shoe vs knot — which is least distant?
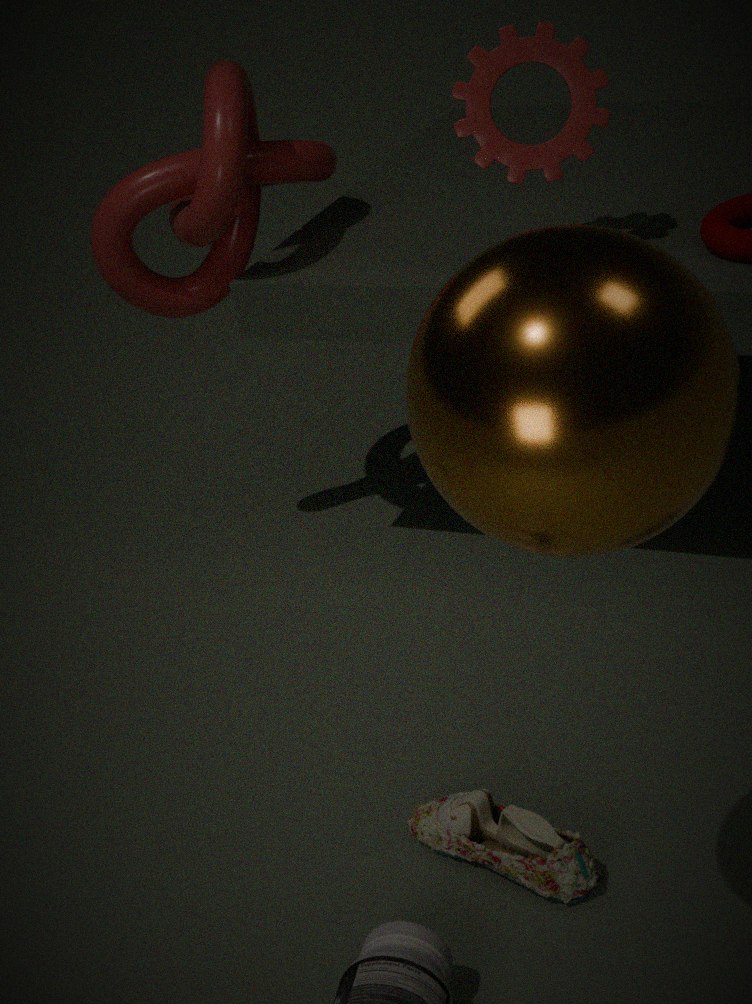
shoe
